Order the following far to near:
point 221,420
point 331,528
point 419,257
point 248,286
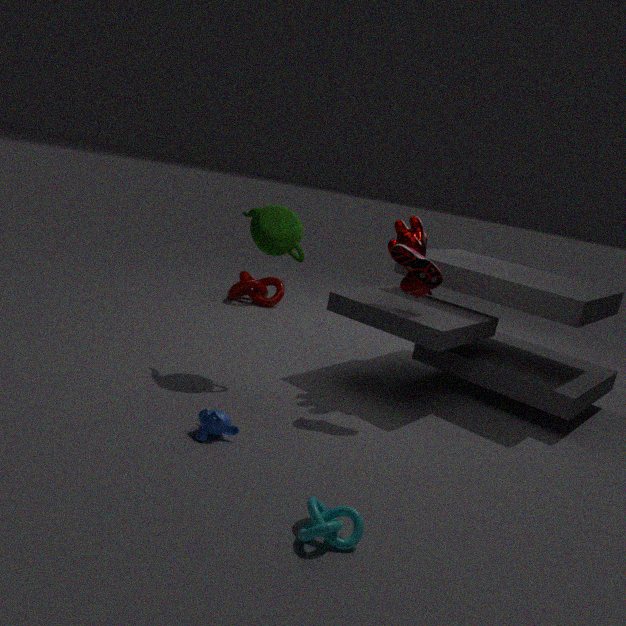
point 248,286 < point 419,257 < point 221,420 < point 331,528
